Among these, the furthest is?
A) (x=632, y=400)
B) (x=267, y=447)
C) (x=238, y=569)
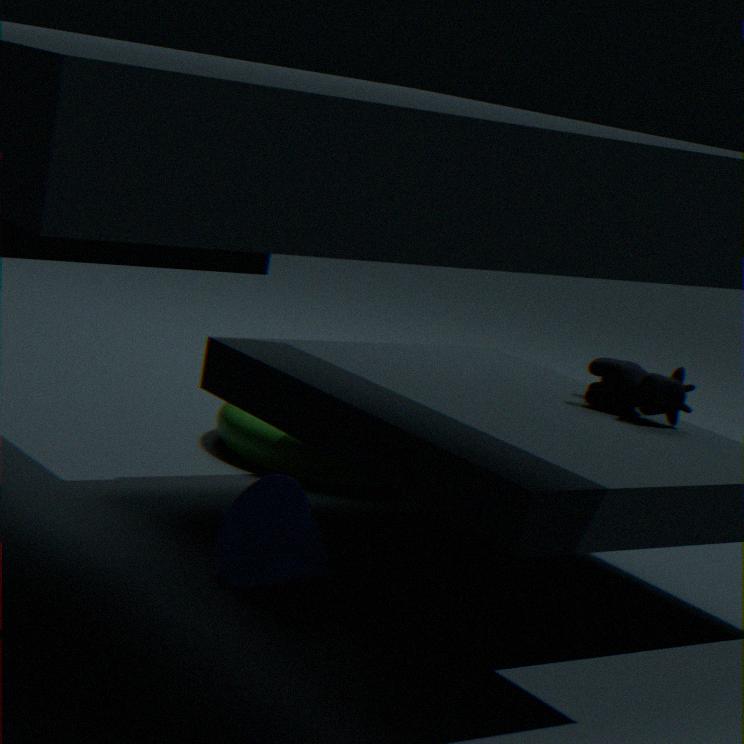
(x=267, y=447)
